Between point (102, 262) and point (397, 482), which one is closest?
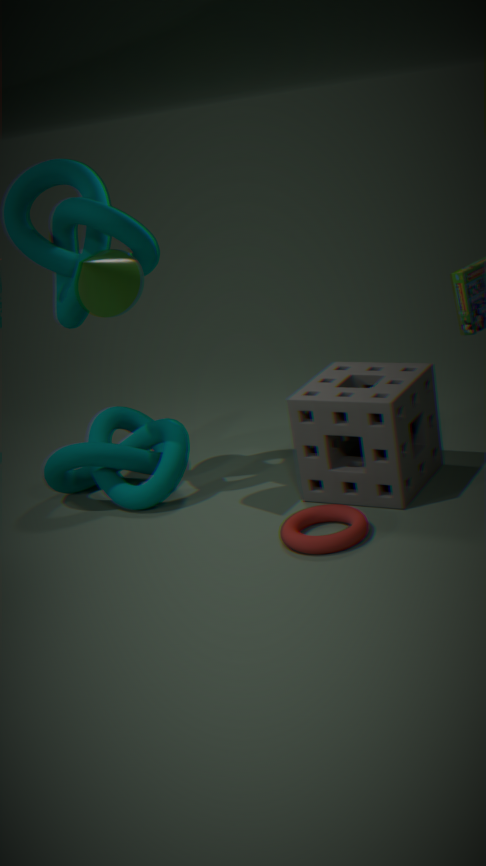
point (102, 262)
